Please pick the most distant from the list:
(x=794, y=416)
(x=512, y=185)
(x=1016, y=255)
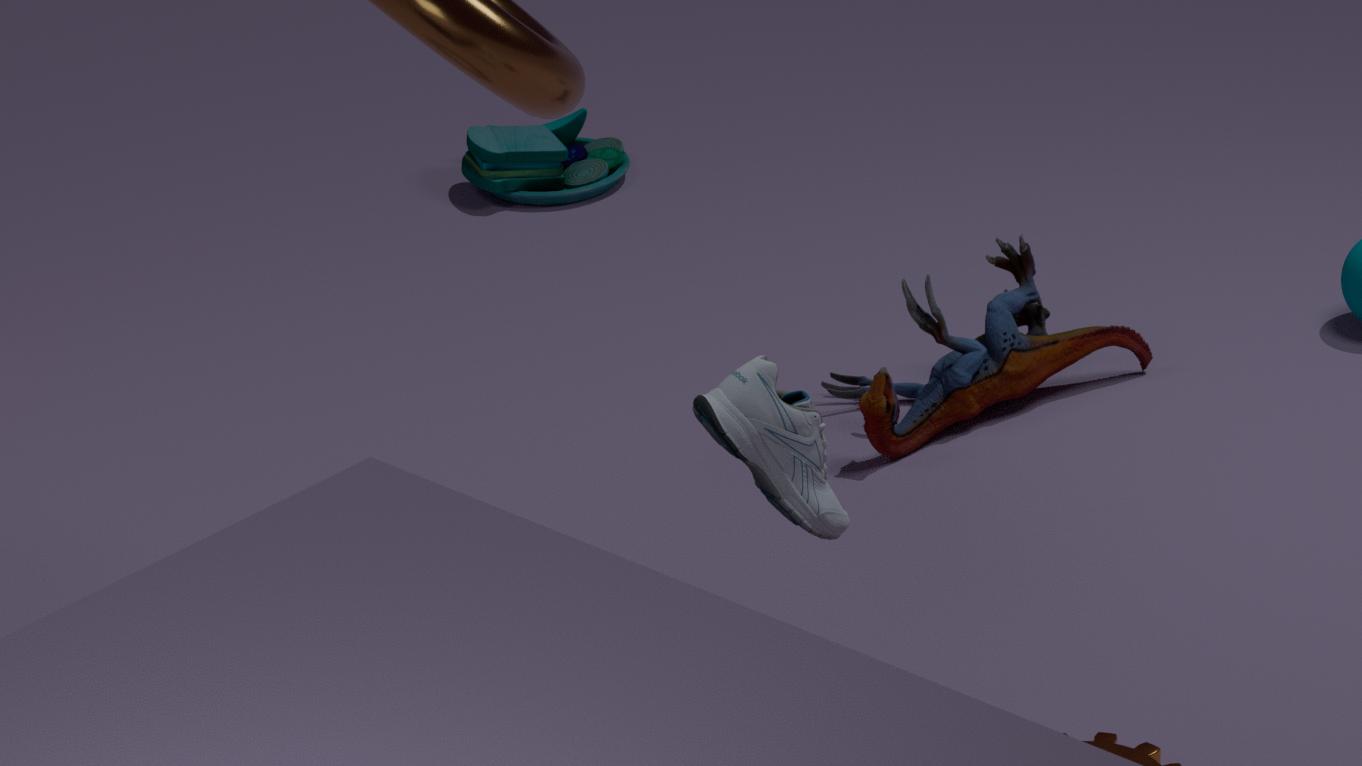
(x=512, y=185)
